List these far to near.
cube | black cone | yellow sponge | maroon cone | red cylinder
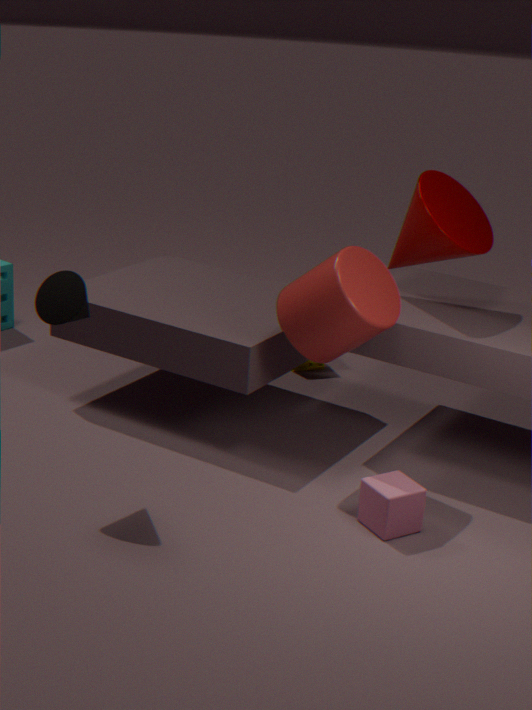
yellow sponge → maroon cone → red cylinder → black cone → cube
